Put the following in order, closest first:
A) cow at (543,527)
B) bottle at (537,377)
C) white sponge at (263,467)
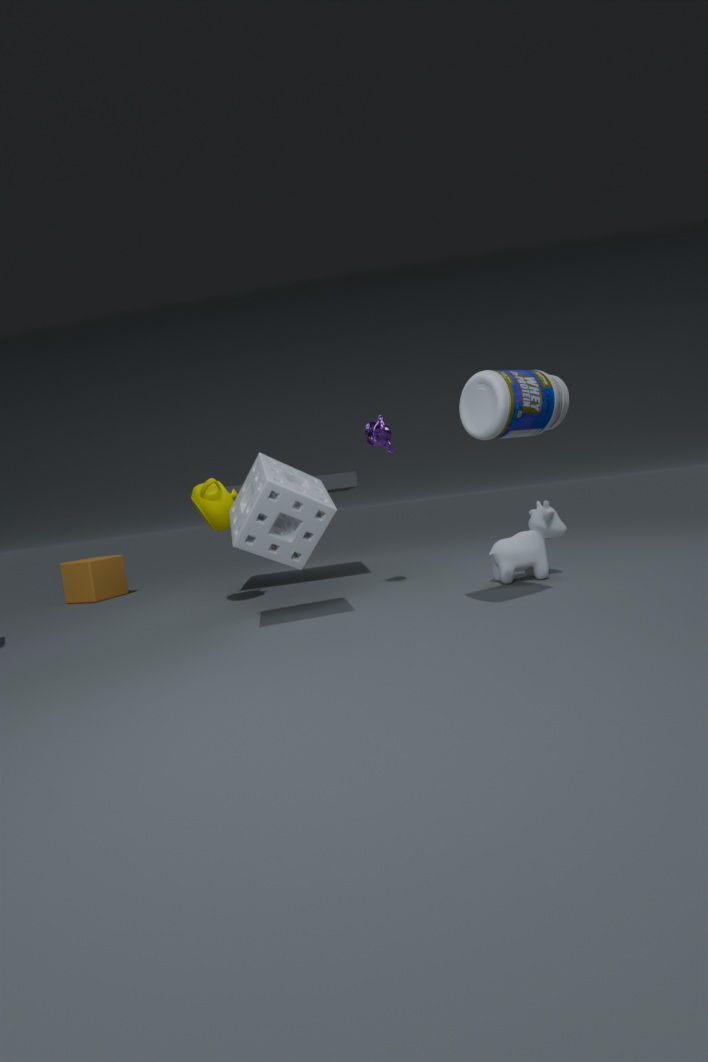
bottle at (537,377)
white sponge at (263,467)
cow at (543,527)
